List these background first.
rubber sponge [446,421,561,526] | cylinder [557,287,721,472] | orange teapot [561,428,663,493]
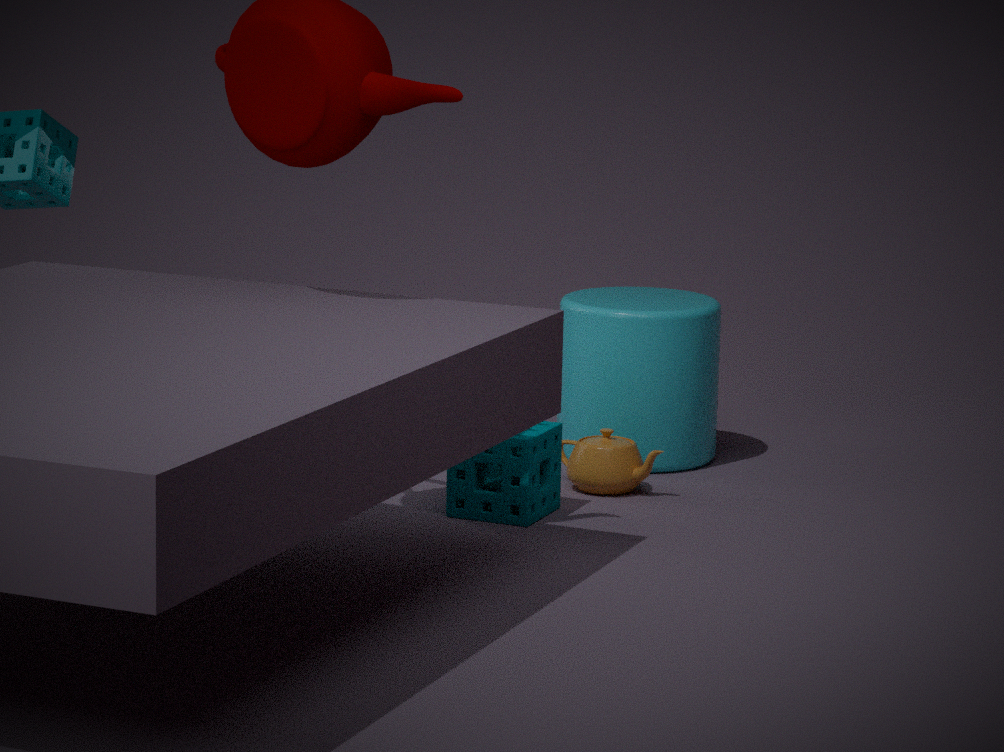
cylinder [557,287,721,472], orange teapot [561,428,663,493], rubber sponge [446,421,561,526]
